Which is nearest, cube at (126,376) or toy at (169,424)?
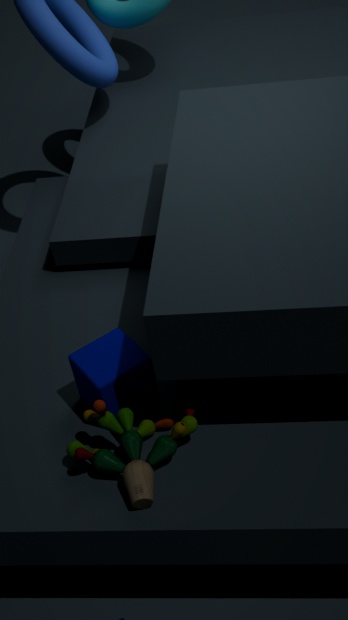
toy at (169,424)
